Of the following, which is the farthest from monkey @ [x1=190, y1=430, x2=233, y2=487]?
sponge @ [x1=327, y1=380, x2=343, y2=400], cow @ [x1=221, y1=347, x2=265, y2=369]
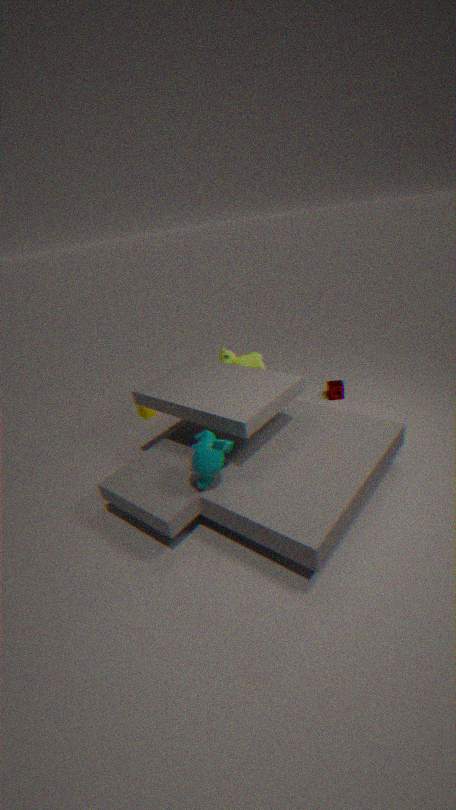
sponge @ [x1=327, y1=380, x2=343, y2=400]
